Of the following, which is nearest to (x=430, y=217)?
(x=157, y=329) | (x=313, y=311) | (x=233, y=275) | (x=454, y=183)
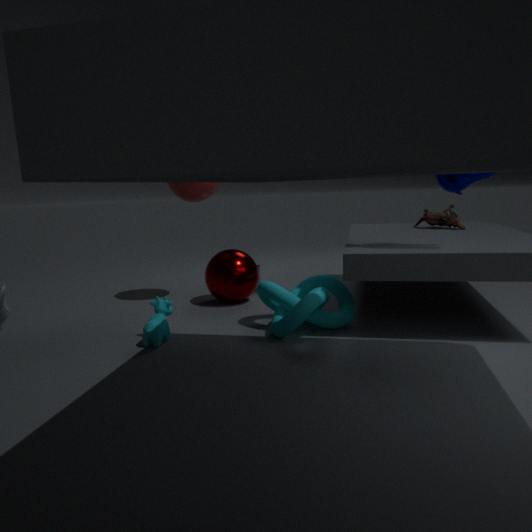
(x=454, y=183)
